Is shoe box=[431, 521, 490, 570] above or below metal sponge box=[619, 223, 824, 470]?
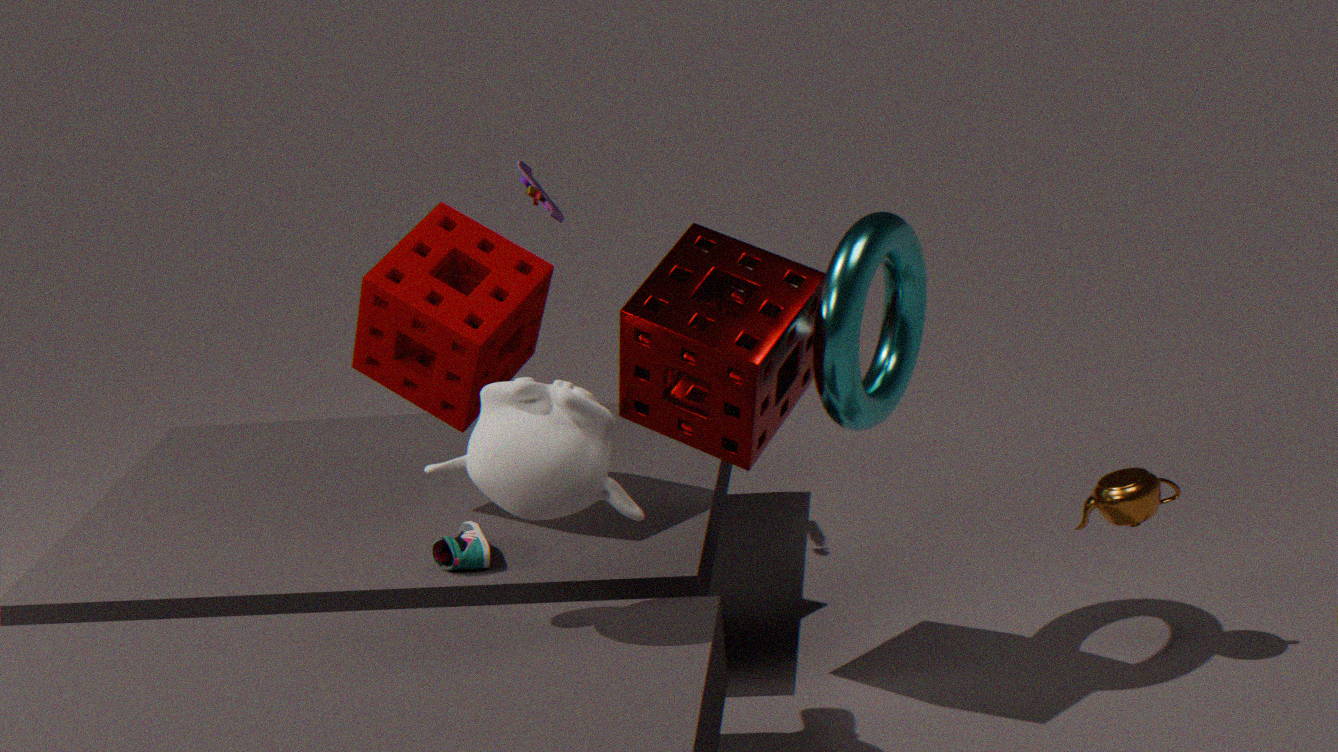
below
